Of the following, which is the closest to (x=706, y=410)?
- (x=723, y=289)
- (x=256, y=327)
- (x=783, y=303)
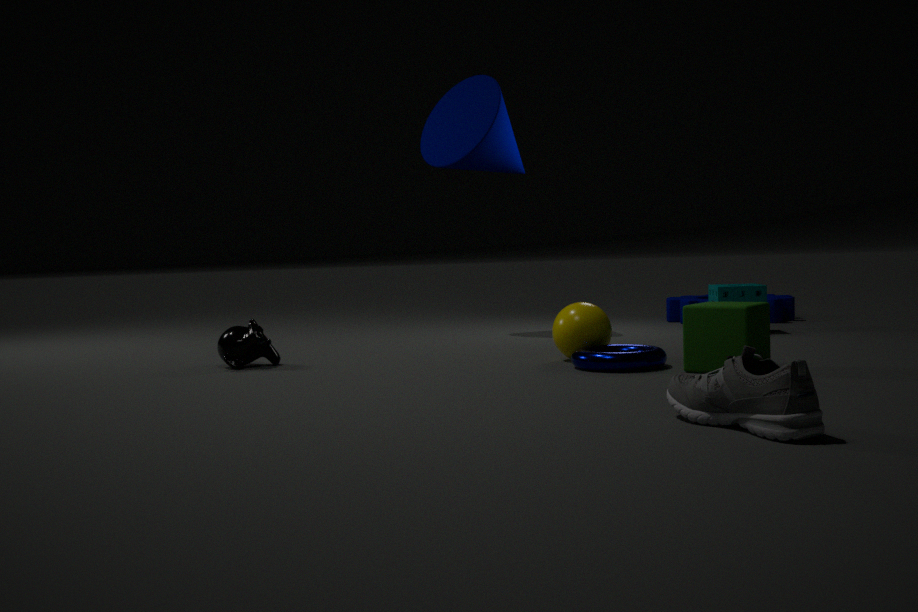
(x=256, y=327)
